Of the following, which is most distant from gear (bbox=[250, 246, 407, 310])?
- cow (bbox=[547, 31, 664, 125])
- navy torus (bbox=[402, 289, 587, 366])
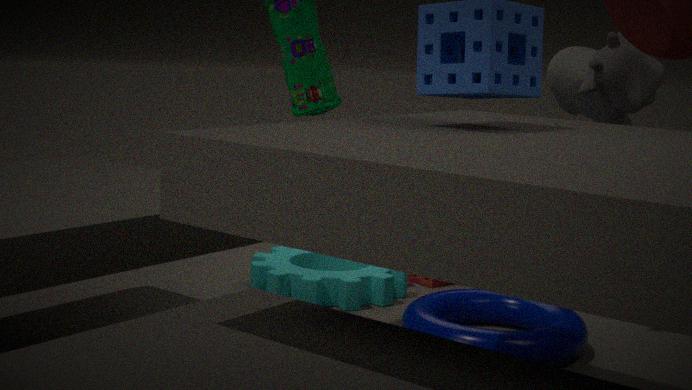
cow (bbox=[547, 31, 664, 125])
